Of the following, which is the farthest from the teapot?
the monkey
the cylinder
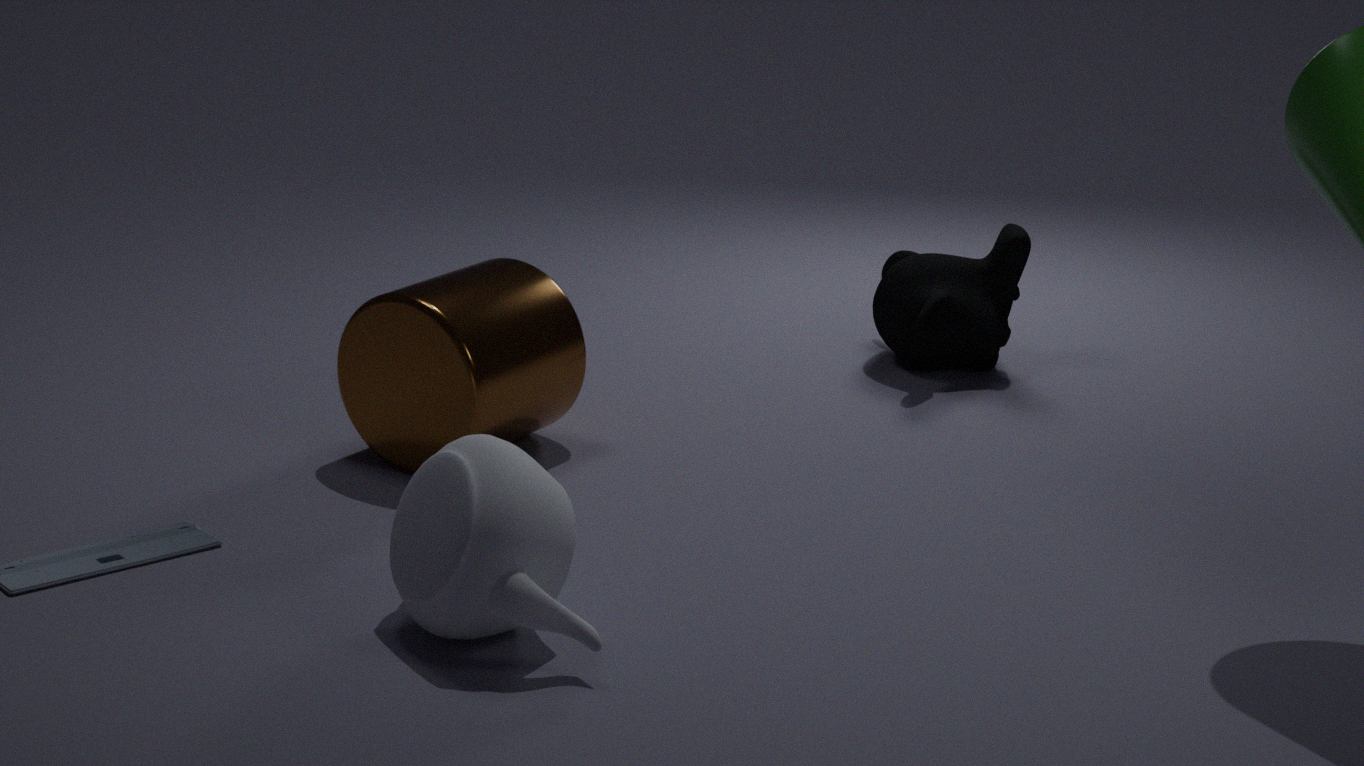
the monkey
